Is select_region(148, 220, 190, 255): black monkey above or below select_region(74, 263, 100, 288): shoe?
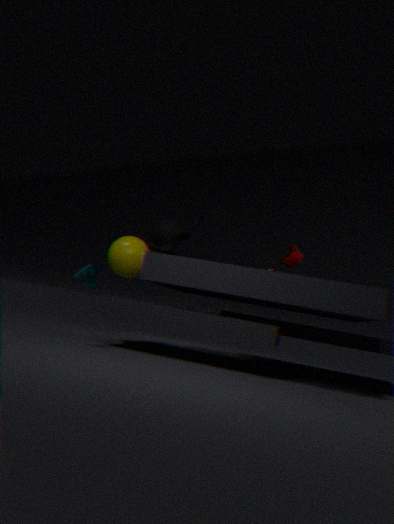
above
